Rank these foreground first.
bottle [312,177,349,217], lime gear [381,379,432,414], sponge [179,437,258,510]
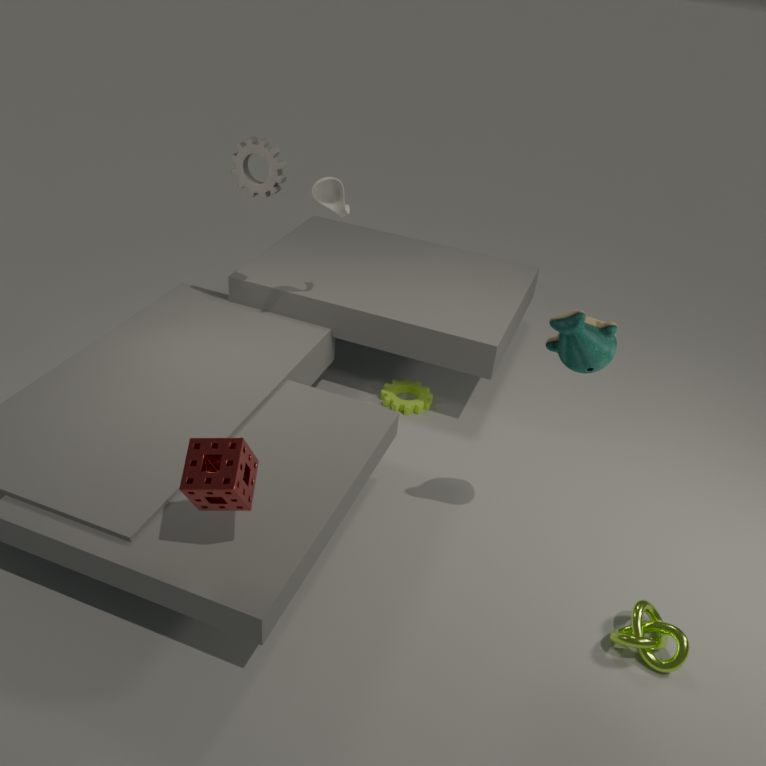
1. sponge [179,437,258,510]
2. bottle [312,177,349,217]
3. lime gear [381,379,432,414]
